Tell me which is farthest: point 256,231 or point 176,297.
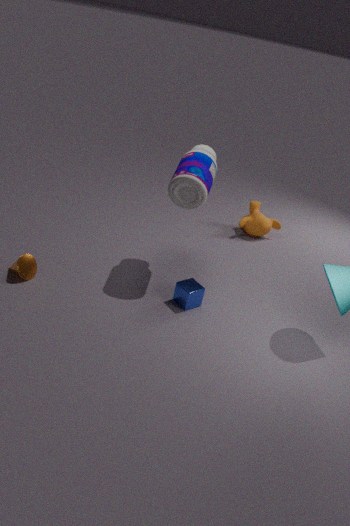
point 256,231
